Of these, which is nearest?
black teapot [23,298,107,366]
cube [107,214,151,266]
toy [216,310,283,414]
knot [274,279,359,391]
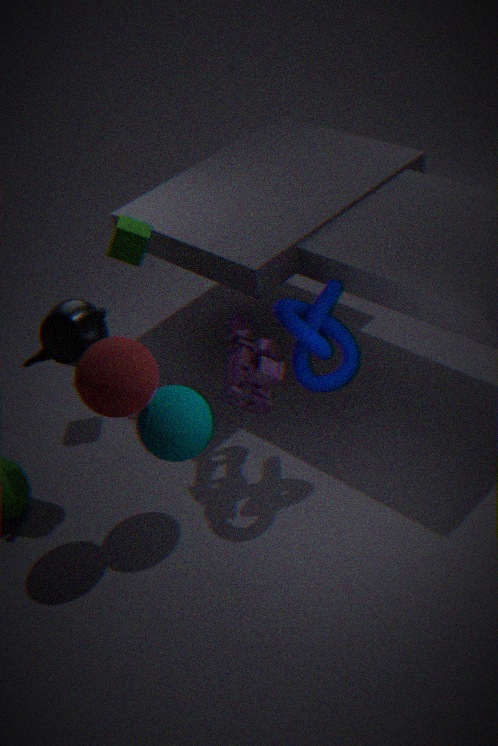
knot [274,279,359,391]
